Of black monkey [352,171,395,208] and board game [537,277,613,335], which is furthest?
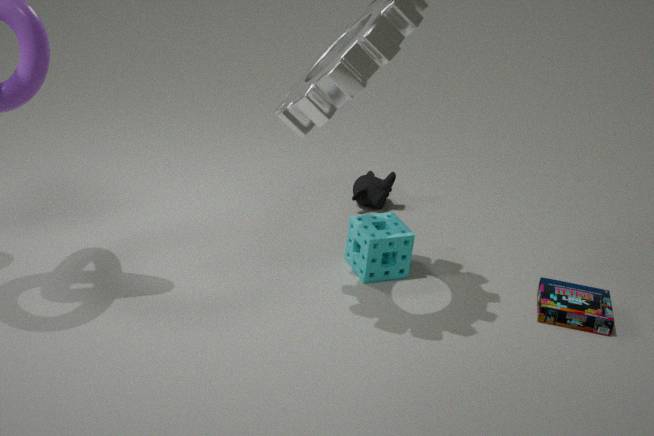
black monkey [352,171,395,208]
